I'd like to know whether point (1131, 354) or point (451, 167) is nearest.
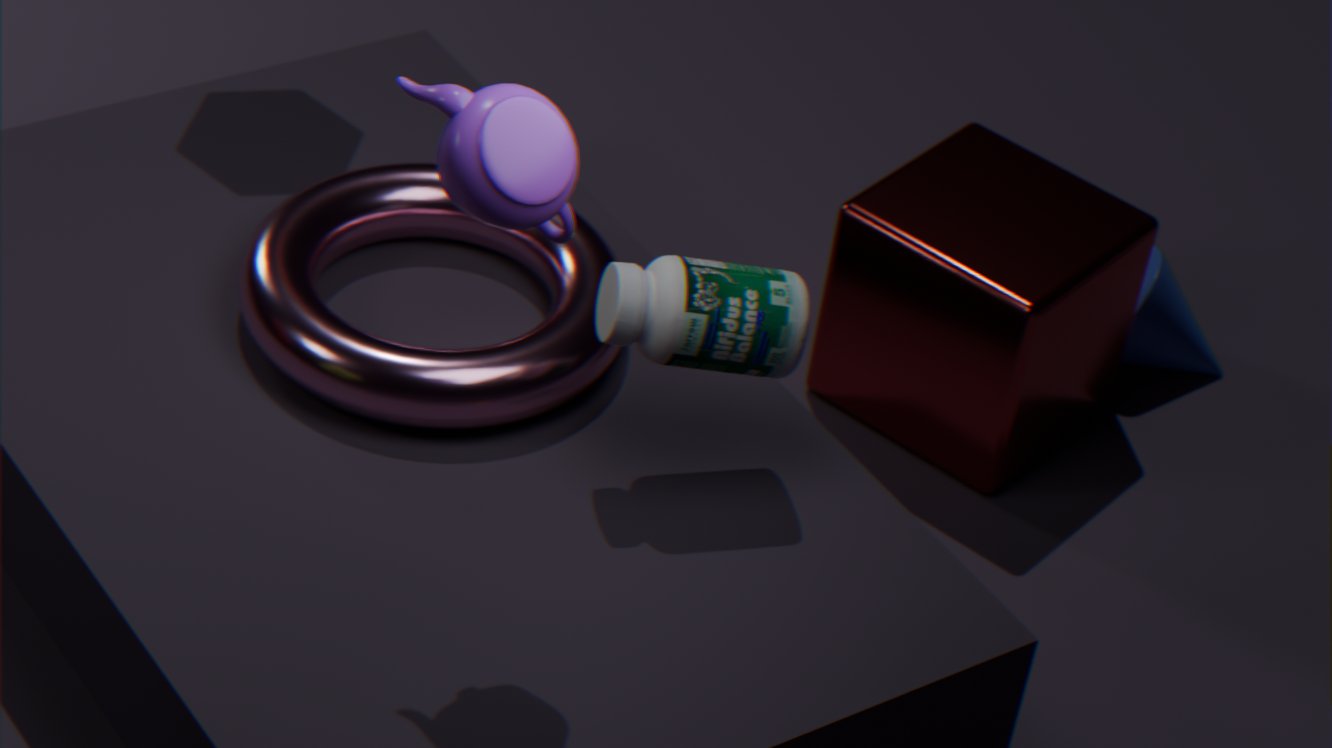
point (451, 167)
